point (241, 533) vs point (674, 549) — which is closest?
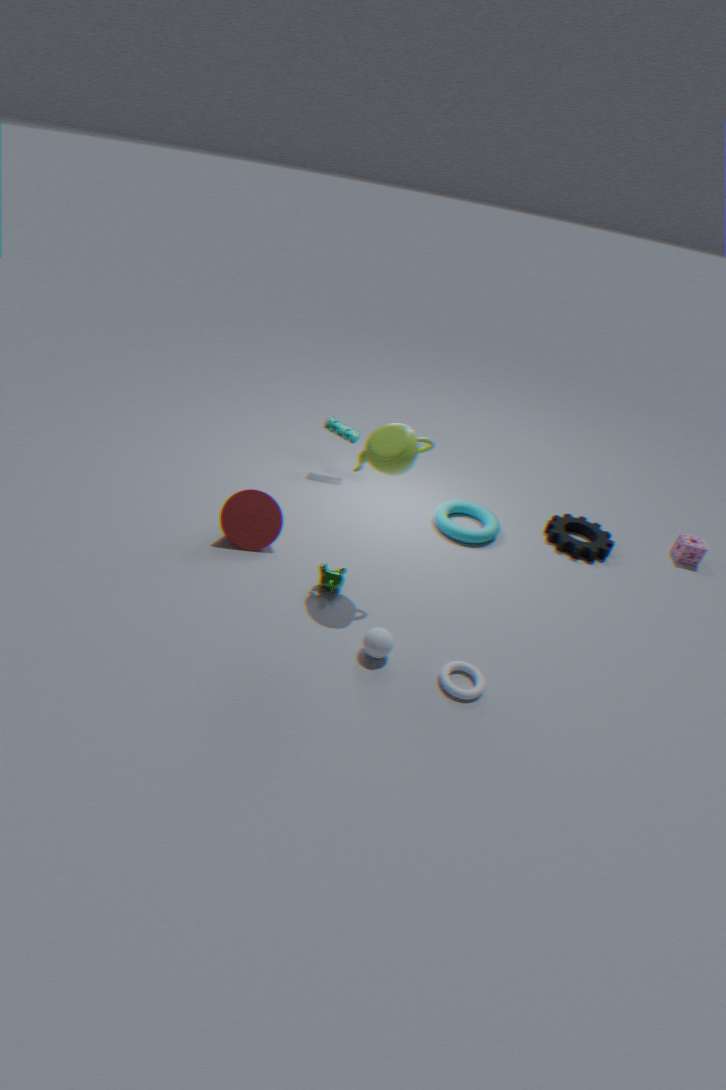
point (241, 533)
